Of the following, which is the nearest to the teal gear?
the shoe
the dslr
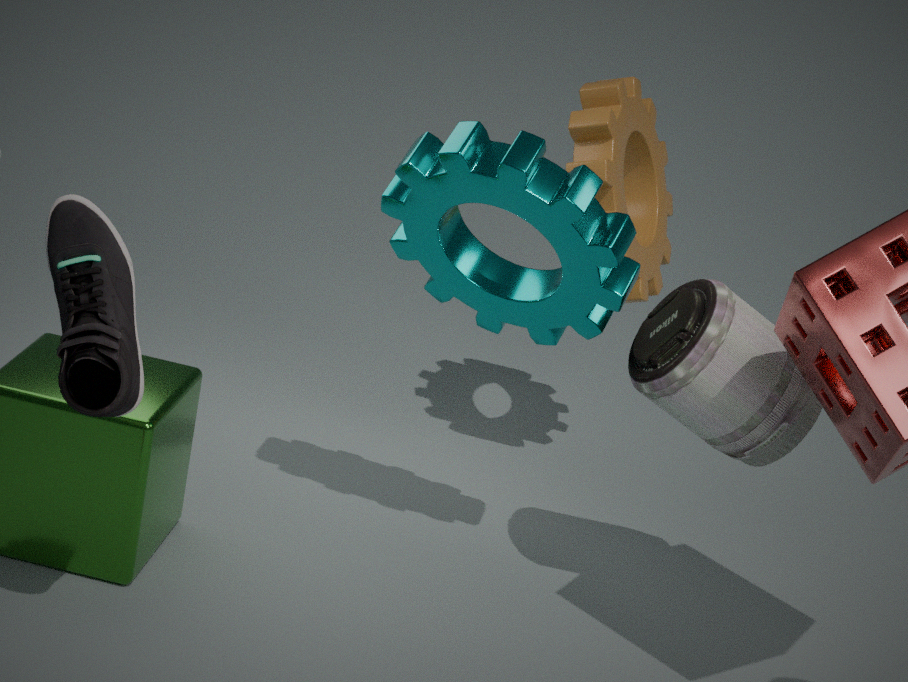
the dslr
